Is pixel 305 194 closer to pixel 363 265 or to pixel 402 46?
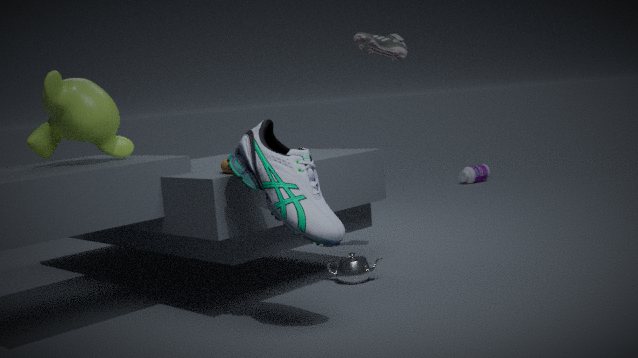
pixel 363 265
